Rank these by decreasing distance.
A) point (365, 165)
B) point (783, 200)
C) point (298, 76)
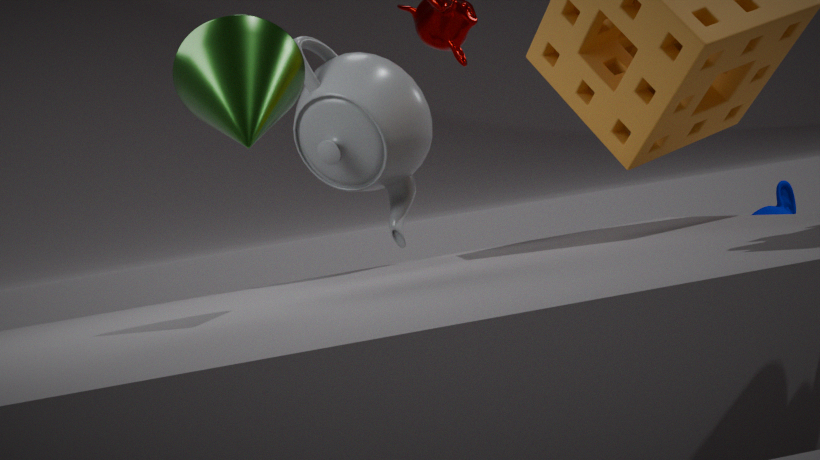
point (783, 200), point (365, 165), point (298, 76)
